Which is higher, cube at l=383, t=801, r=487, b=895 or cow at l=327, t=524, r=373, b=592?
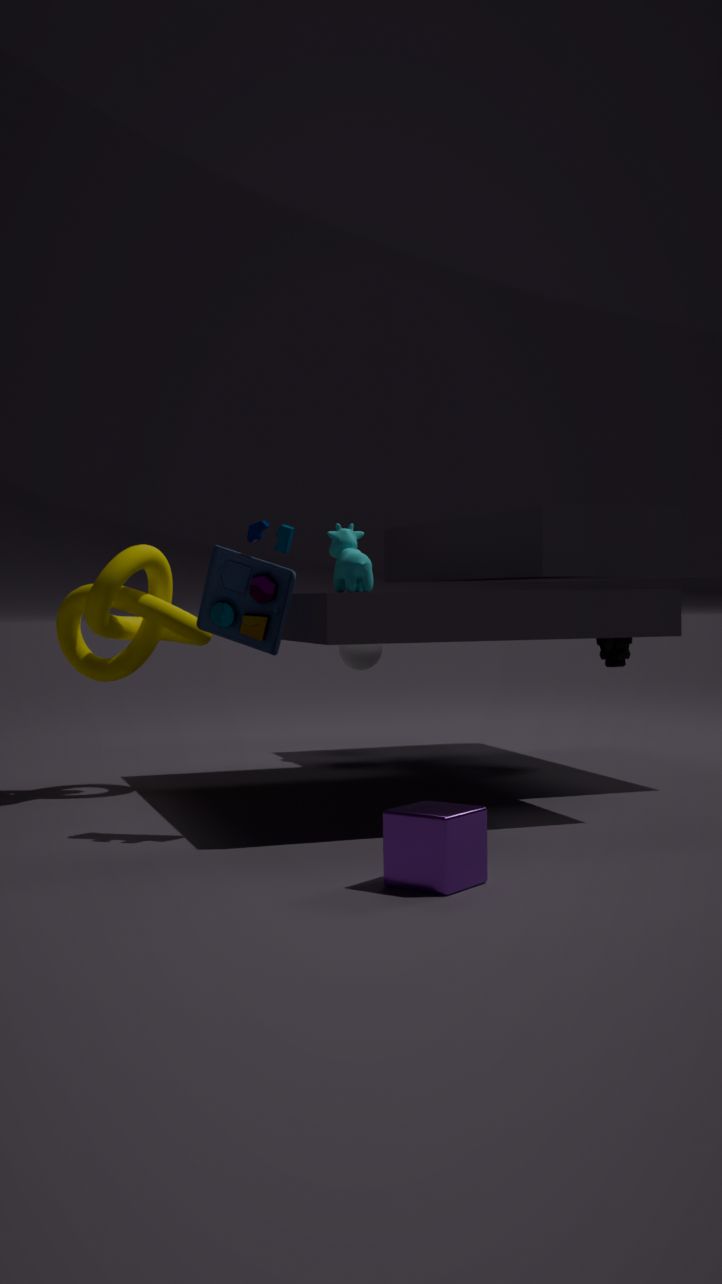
cow at l=327, t=524, r=373, b=592
